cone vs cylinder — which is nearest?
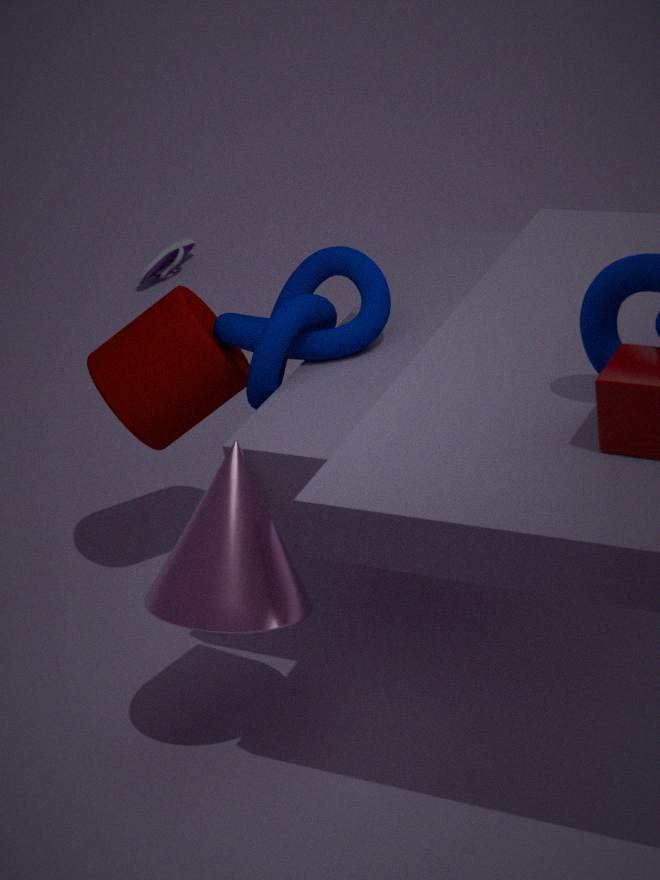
cone
